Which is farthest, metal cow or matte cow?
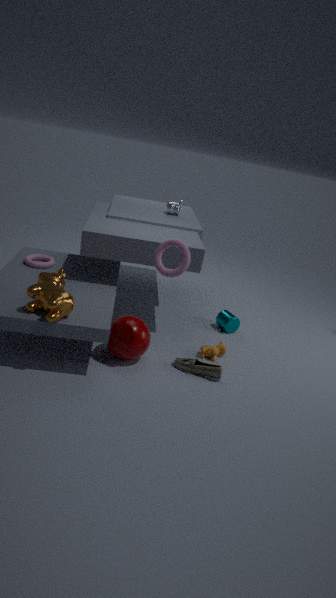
matte cow
